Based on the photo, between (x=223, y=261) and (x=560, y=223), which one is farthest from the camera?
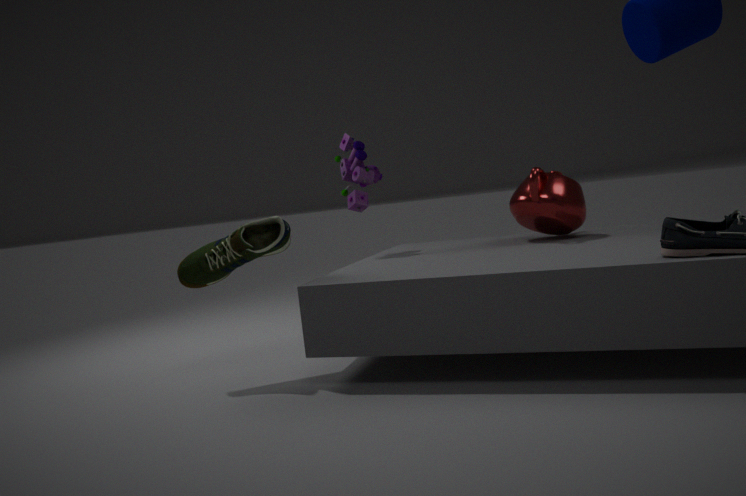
(x=560, y=223)
